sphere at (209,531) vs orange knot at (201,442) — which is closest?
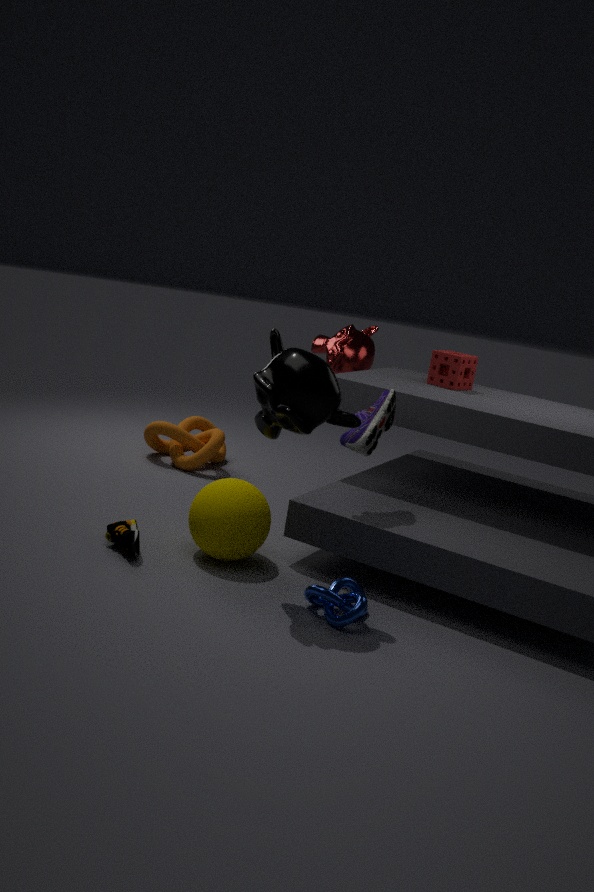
Answer: sphere at (209,531)
